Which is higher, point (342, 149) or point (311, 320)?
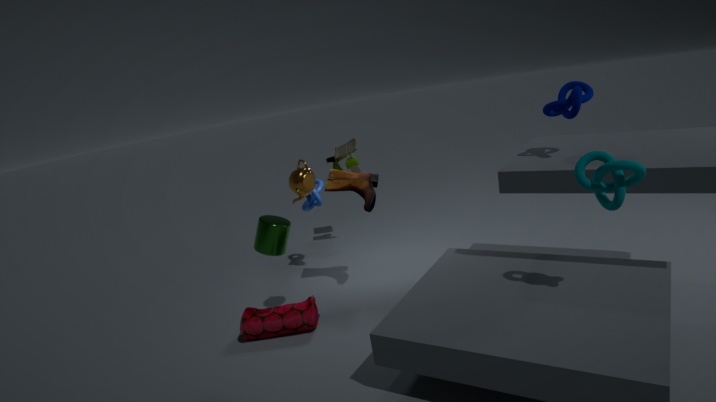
point (342, 149)
